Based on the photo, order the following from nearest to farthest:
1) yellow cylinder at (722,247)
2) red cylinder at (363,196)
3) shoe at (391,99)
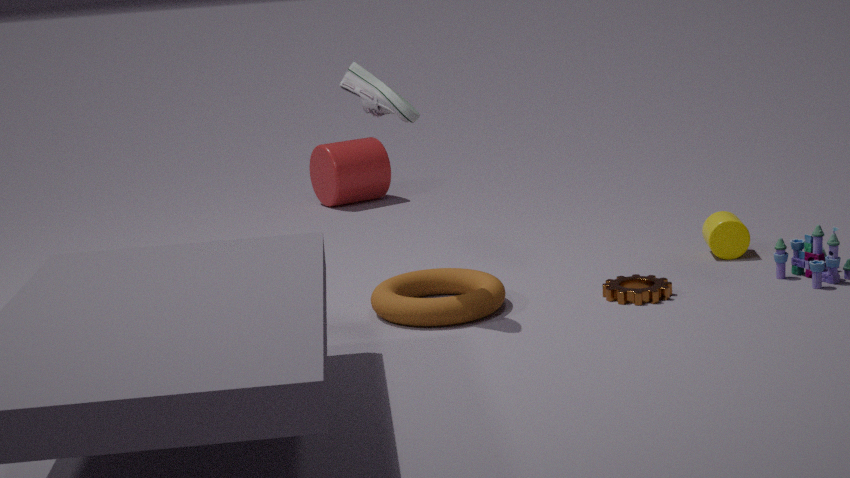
1. 3. shoe at (391,99)
2. 1. yellow cylinder at (722,247)
3. 2. red cylinder at (363,196)
